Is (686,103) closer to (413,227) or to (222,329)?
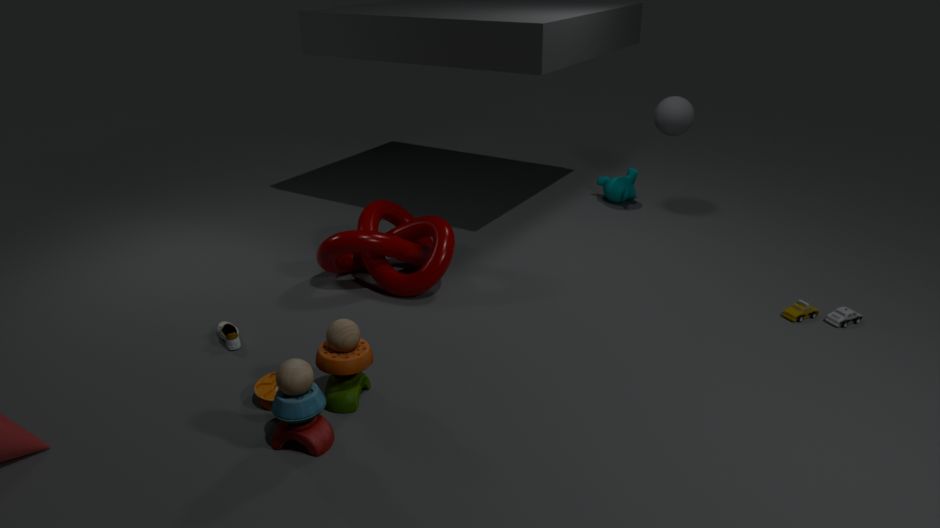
(413,227)
